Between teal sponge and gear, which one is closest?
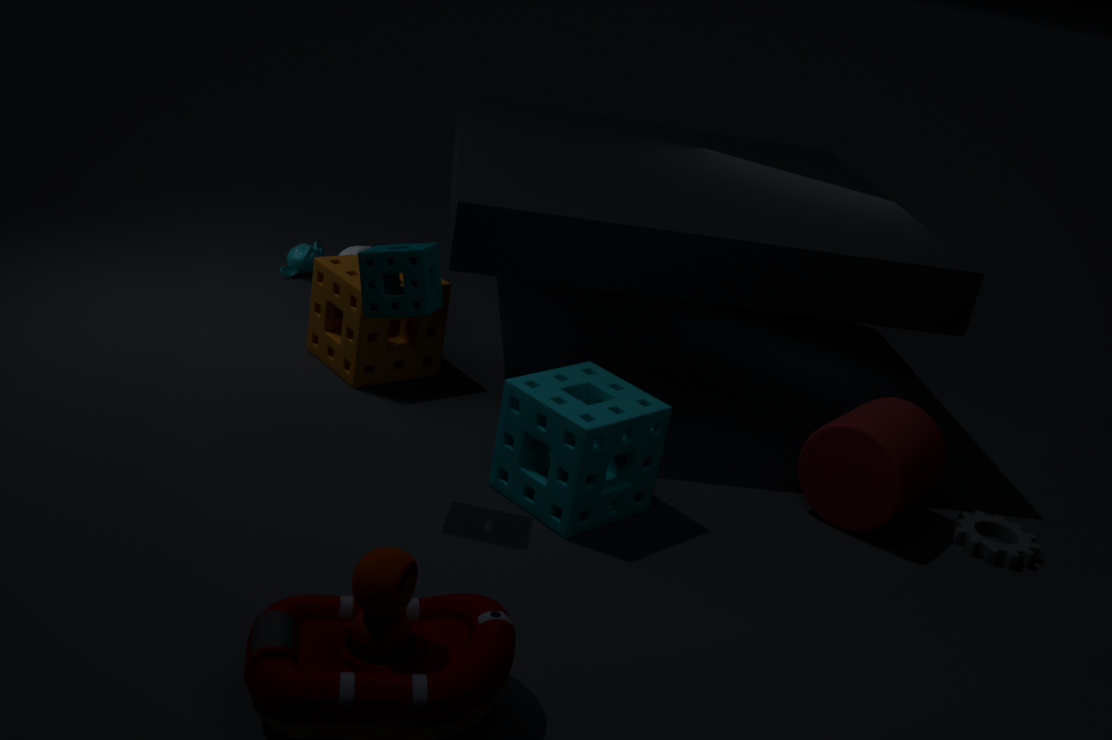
teal sponge
